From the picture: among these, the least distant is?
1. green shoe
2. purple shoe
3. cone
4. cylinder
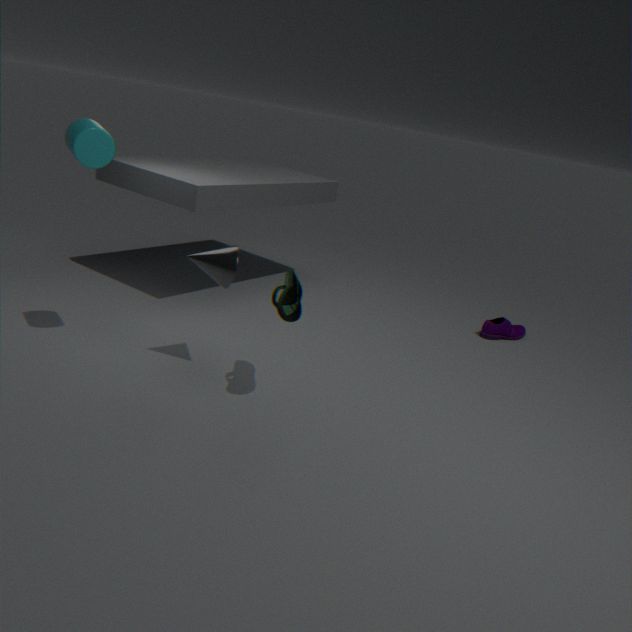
cylinder
